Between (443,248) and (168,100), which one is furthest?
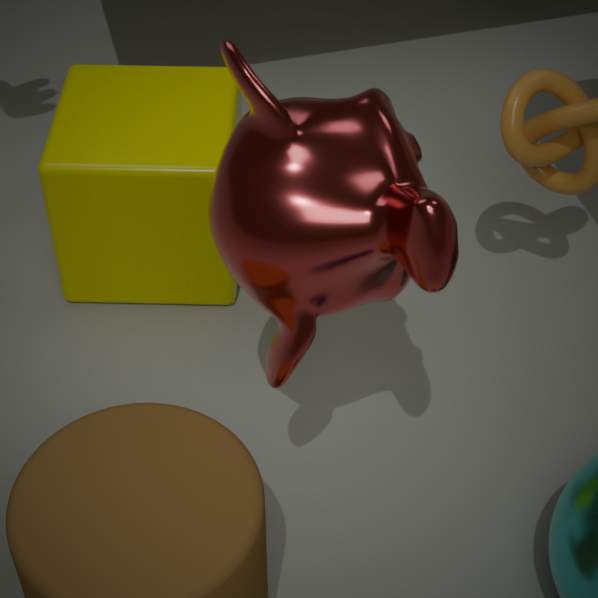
(168,100)
